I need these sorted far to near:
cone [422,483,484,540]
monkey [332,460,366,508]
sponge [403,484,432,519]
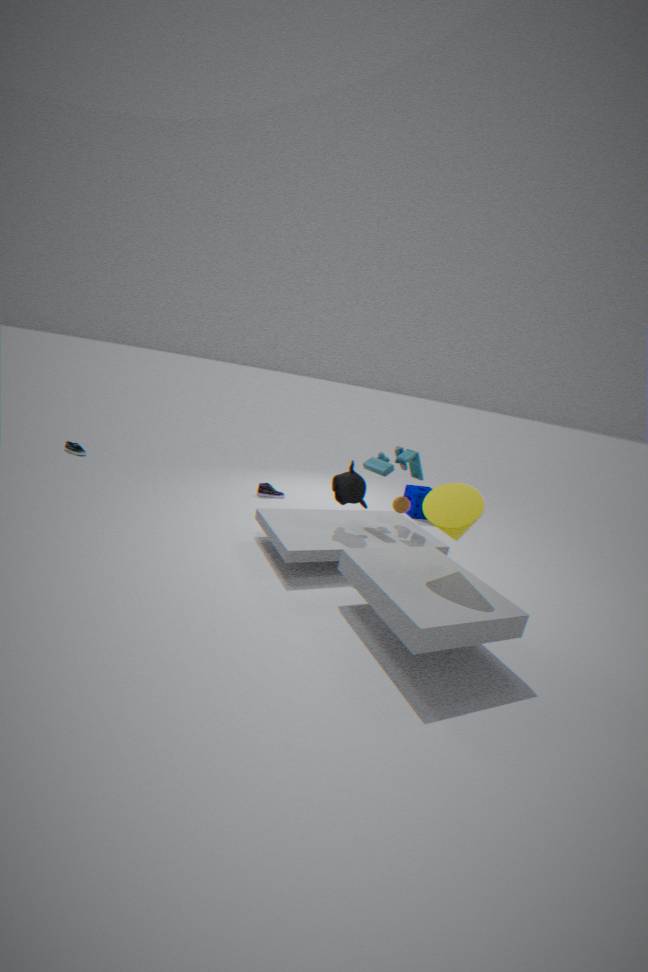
sponge [403,484,432,519] → monkey [332,460,366,508] → cone [422,483,484,540]
